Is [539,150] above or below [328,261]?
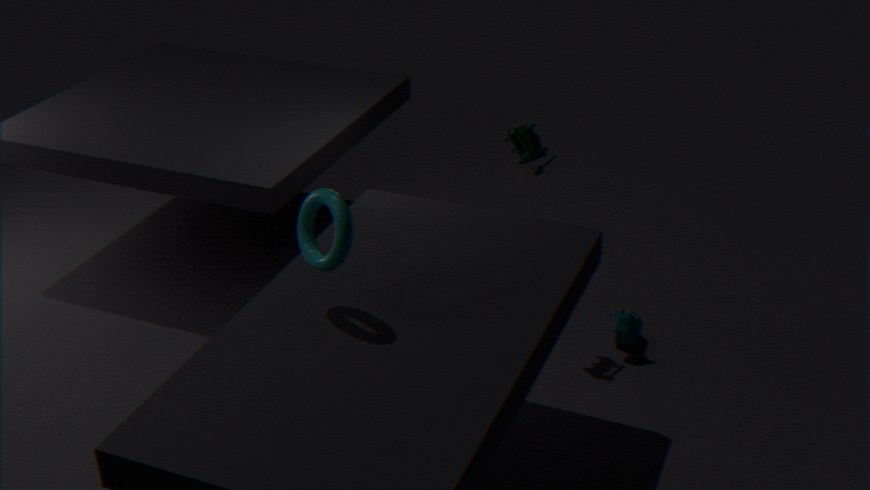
below
